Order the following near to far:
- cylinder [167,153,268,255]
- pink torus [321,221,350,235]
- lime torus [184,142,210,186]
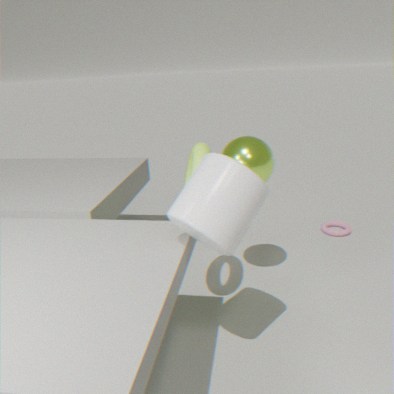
1. cylinder [167,153,268,255]
2. lime torus [184,142,210,186]
3. pink torus [321,221,350,235]
